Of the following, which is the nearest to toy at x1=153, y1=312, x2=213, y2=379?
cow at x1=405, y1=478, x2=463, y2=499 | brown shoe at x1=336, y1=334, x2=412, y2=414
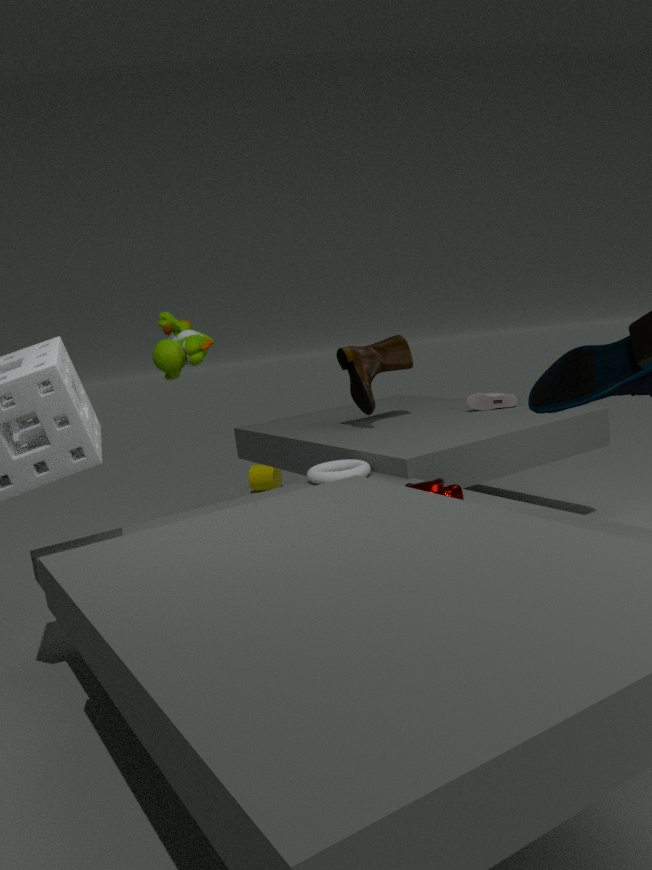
brown shoe at x1=336, y1=334, x2=412, y2=414
